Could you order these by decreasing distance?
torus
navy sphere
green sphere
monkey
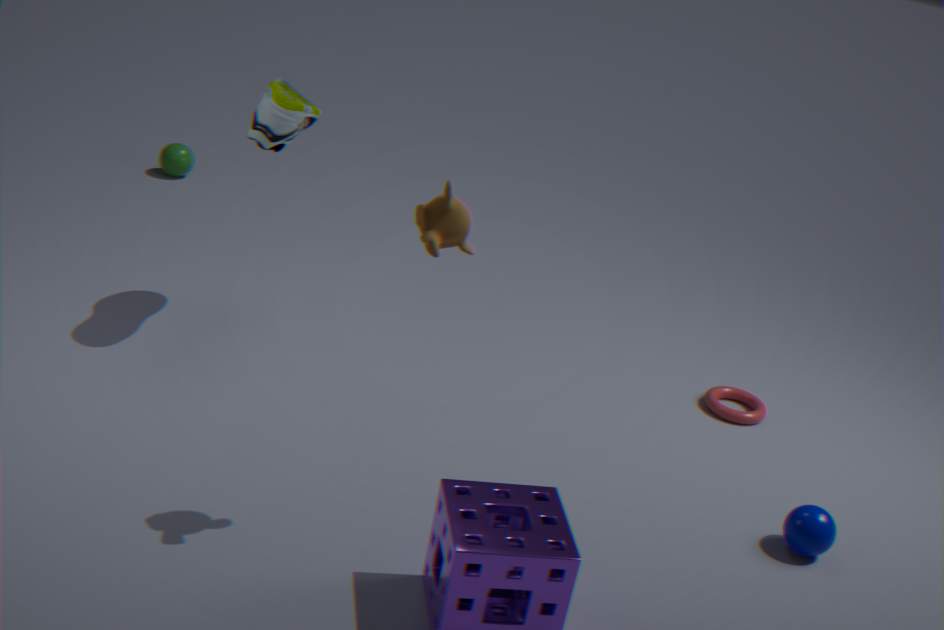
green sphere, torus, navy sphere, monkey
